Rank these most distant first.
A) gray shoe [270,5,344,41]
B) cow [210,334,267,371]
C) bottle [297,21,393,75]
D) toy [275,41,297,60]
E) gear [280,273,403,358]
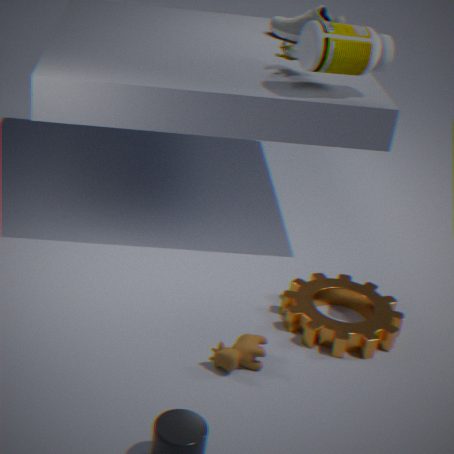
gray shoe [270,5,344,41], toy [275,41,297,60], bottle [297,21,393,75], gear [280,273,403,358], cow [210,334,267,371]
